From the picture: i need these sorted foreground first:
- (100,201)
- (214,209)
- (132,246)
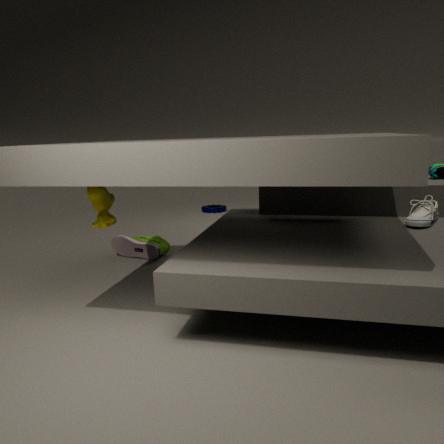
(100,201), (132,246), (214,209)
